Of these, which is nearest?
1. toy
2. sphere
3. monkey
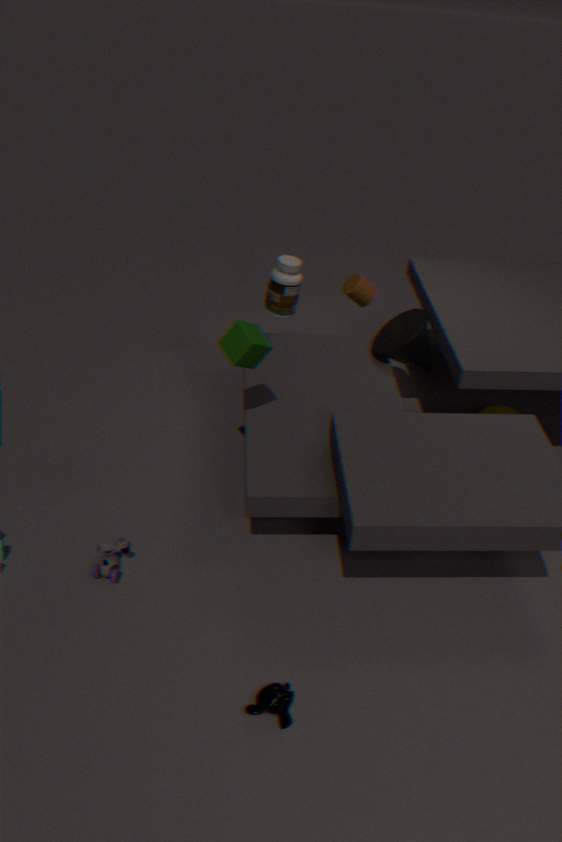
monkey
